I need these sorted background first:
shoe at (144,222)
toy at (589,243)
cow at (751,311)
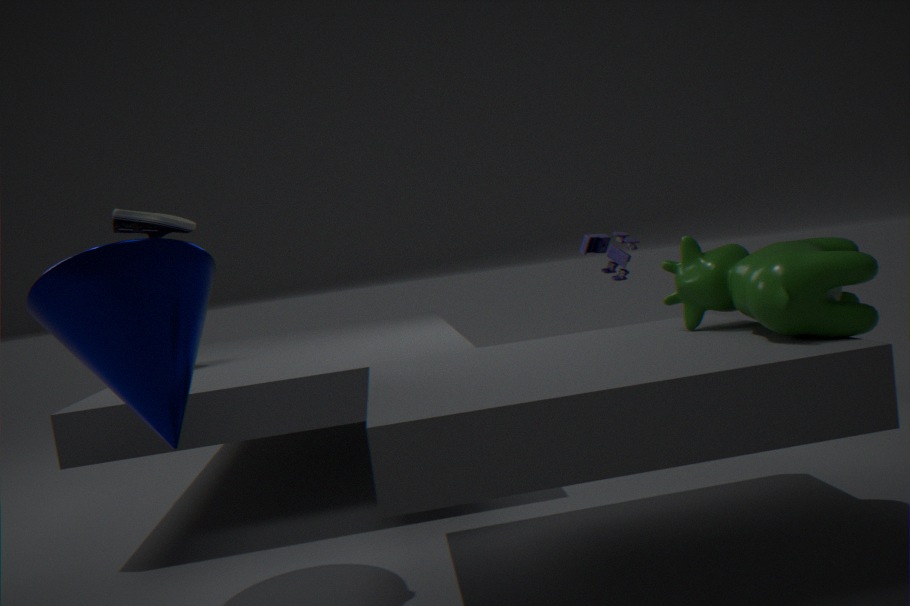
toy at (589,243) → shoe at (144,222) → cow at (751,311)
